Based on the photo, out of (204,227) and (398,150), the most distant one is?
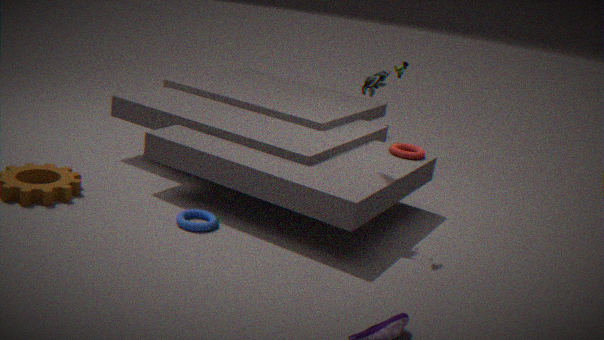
(398,150)
